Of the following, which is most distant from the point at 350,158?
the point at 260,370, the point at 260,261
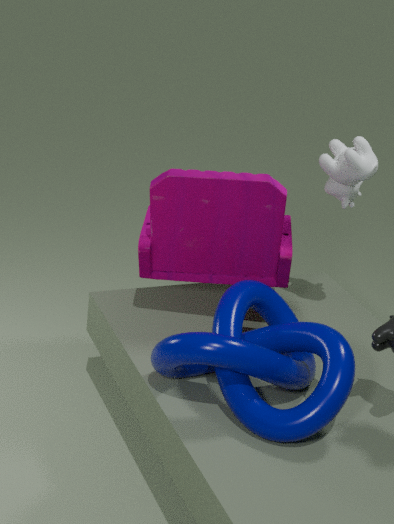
the point at 260,370
